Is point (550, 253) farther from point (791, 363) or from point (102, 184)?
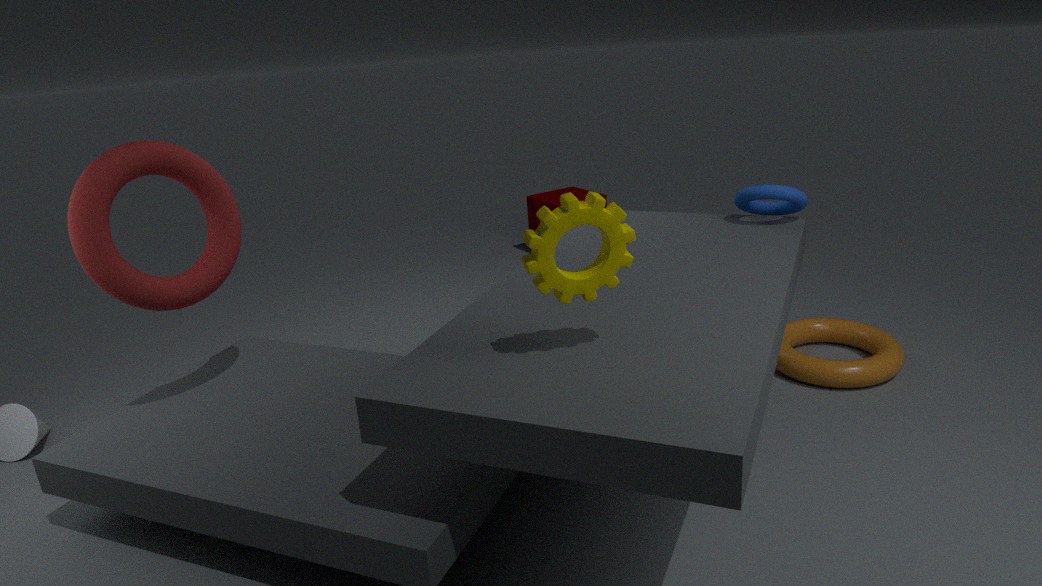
point (791, 363)
